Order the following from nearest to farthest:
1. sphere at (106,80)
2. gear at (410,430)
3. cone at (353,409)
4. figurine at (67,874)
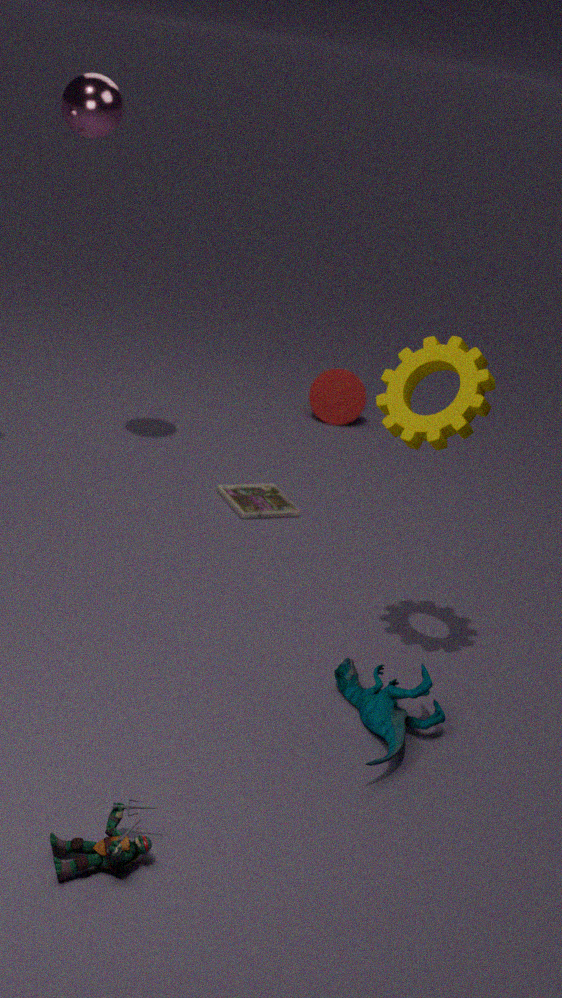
figurine at (67,874)
gear at (410,430)
sphere at (106,80)
cone at (353,409)
